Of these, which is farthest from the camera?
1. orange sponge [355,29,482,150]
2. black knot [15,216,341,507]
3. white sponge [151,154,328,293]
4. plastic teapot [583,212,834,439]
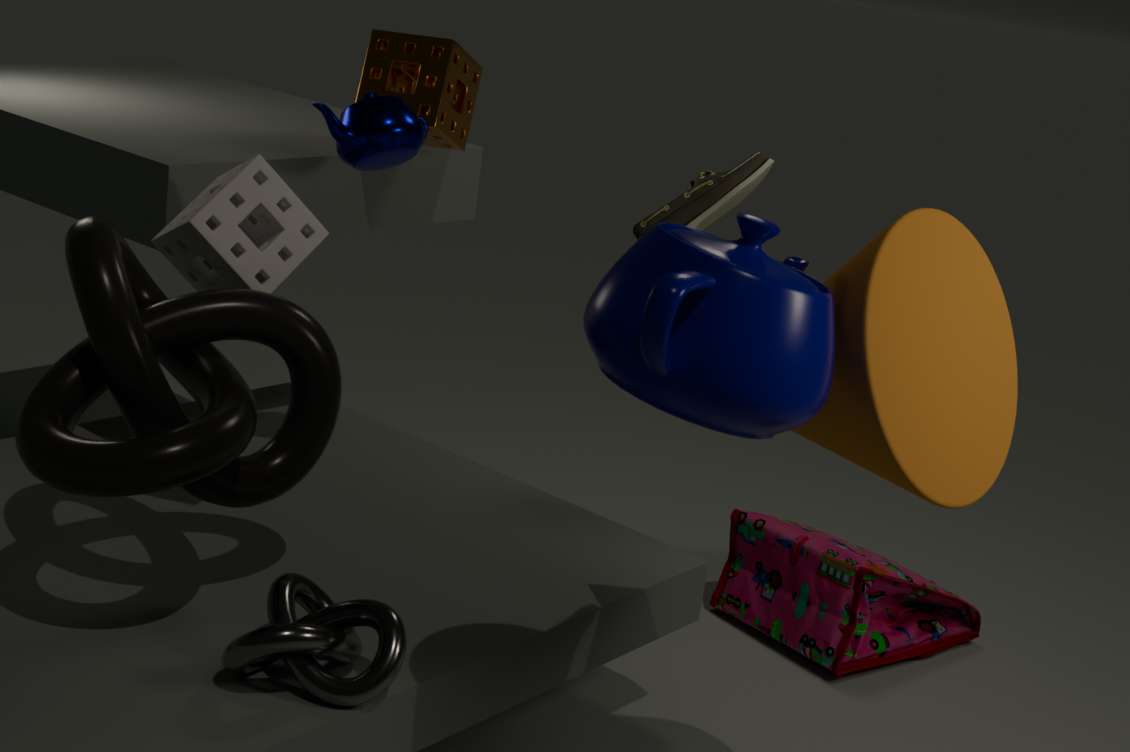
orange sponge [355,29,482,150]
